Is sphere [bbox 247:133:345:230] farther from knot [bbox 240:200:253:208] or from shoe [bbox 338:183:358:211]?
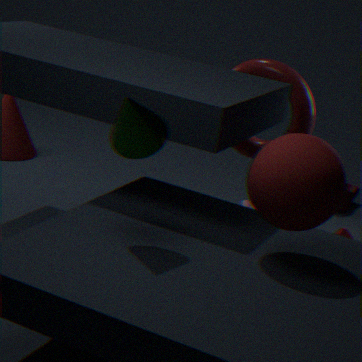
shoe [bbox 338:183:358:211]
